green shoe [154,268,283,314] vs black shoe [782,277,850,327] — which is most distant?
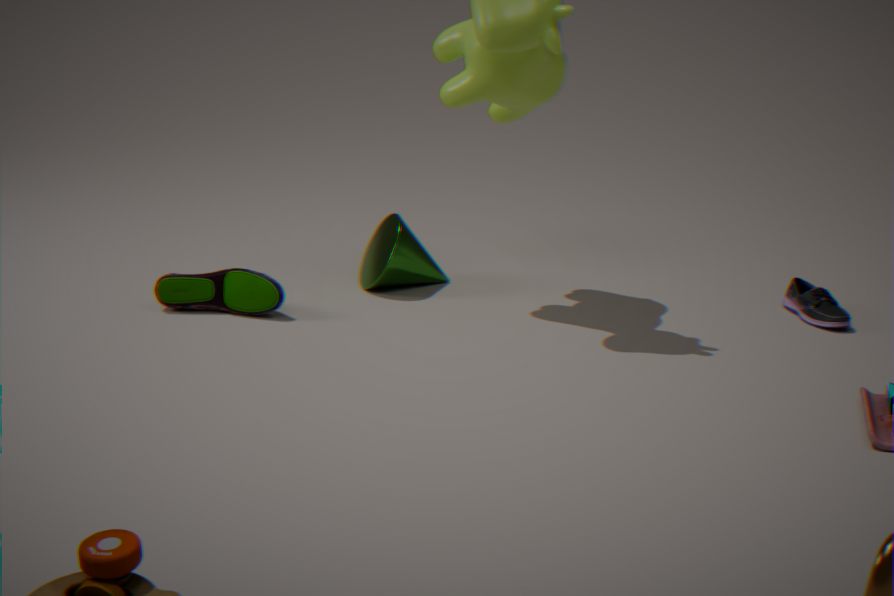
green shoe [154,268,283,314]
